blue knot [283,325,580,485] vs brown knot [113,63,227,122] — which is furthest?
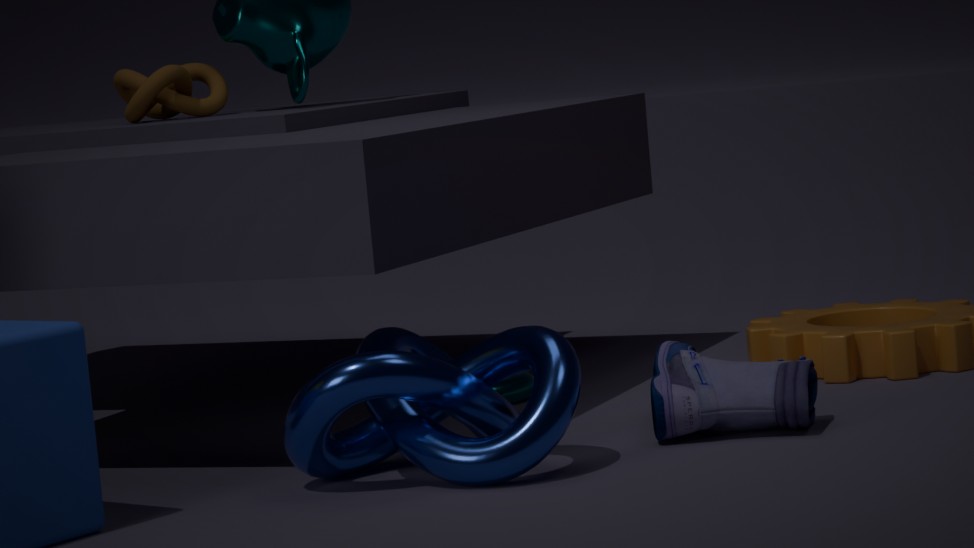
brown knot [113,63,227,122]
